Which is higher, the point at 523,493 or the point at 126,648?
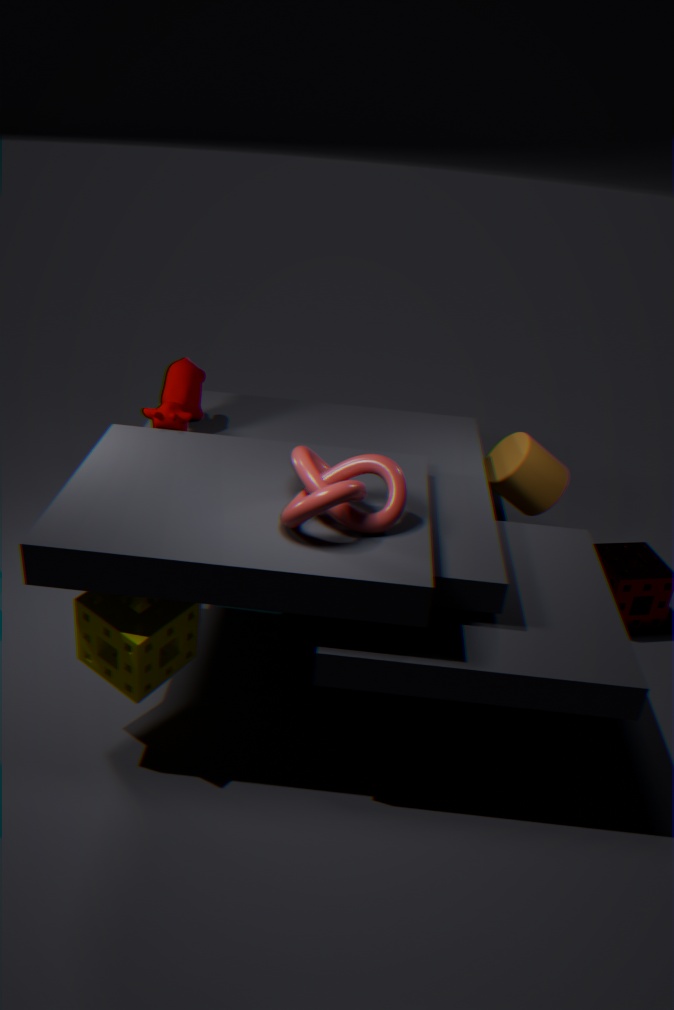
the point at 523,493
